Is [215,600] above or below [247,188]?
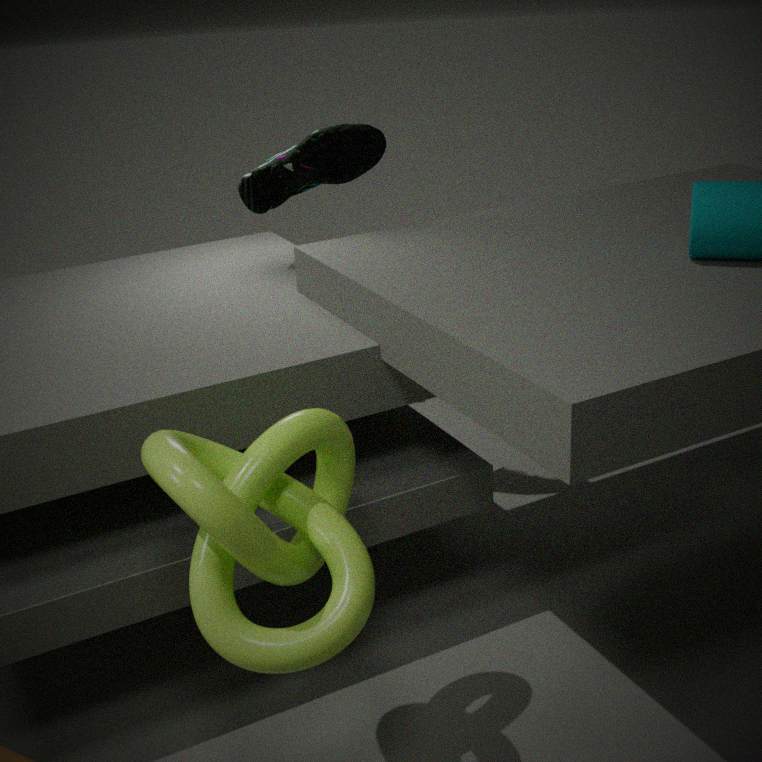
below
